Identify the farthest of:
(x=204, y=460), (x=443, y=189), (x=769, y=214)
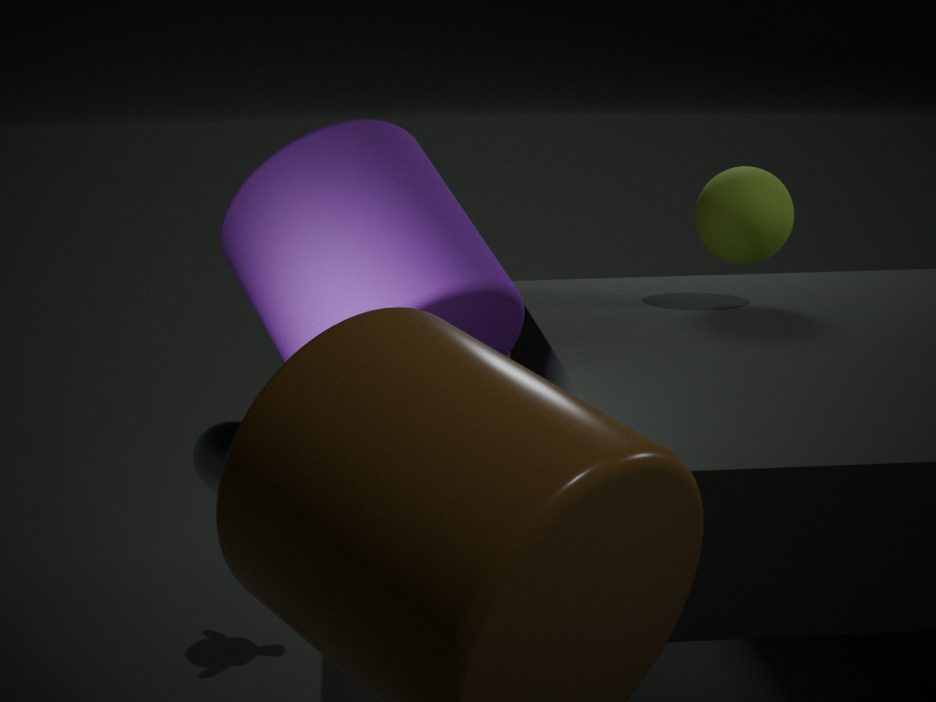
(x=769, y=214)
